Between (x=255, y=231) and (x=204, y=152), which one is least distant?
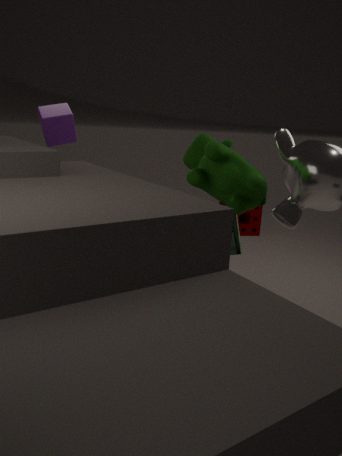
(x=204, y=152)
